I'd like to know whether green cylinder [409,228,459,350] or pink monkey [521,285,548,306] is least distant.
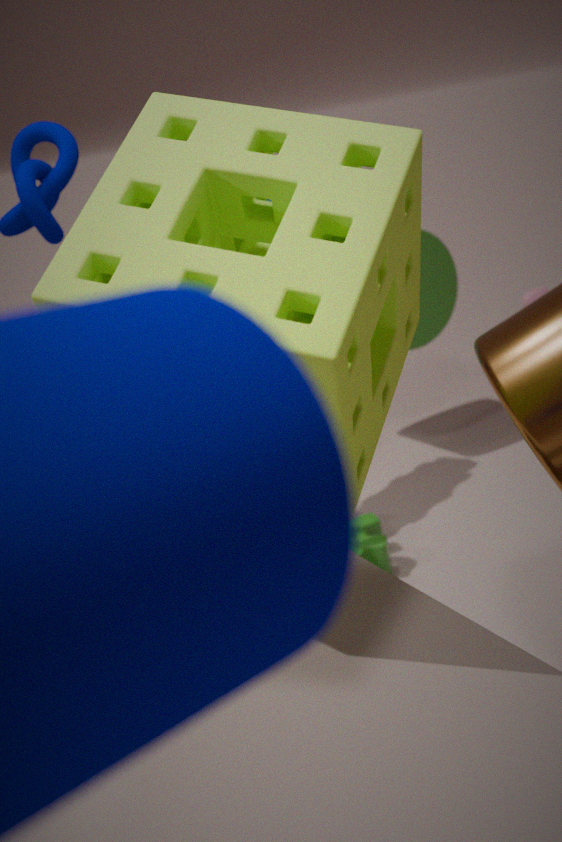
green cylinder [409,228,459,350]
